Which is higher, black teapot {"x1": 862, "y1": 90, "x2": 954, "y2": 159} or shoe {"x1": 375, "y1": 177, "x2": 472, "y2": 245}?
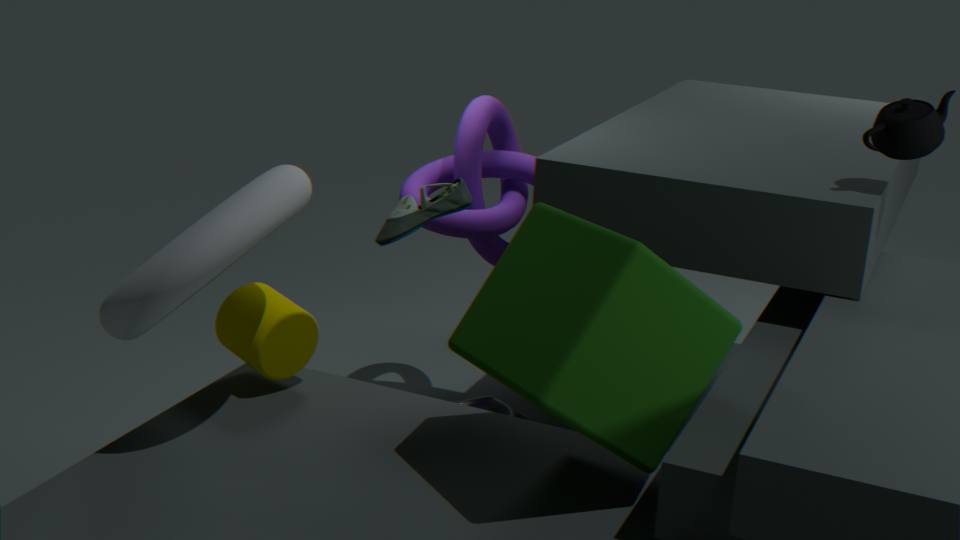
black teapot {"x1": 862, "y1": 90, "x2": 954, "y2": 159}
